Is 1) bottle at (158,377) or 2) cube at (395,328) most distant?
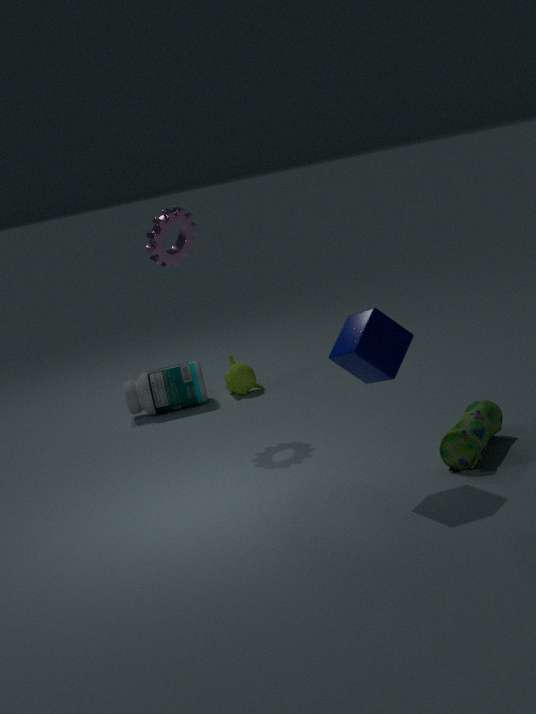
1. bottle at (158,377)
